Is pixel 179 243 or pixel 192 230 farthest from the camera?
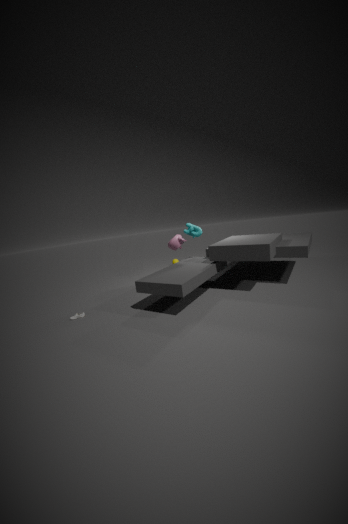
pixel 179 243
